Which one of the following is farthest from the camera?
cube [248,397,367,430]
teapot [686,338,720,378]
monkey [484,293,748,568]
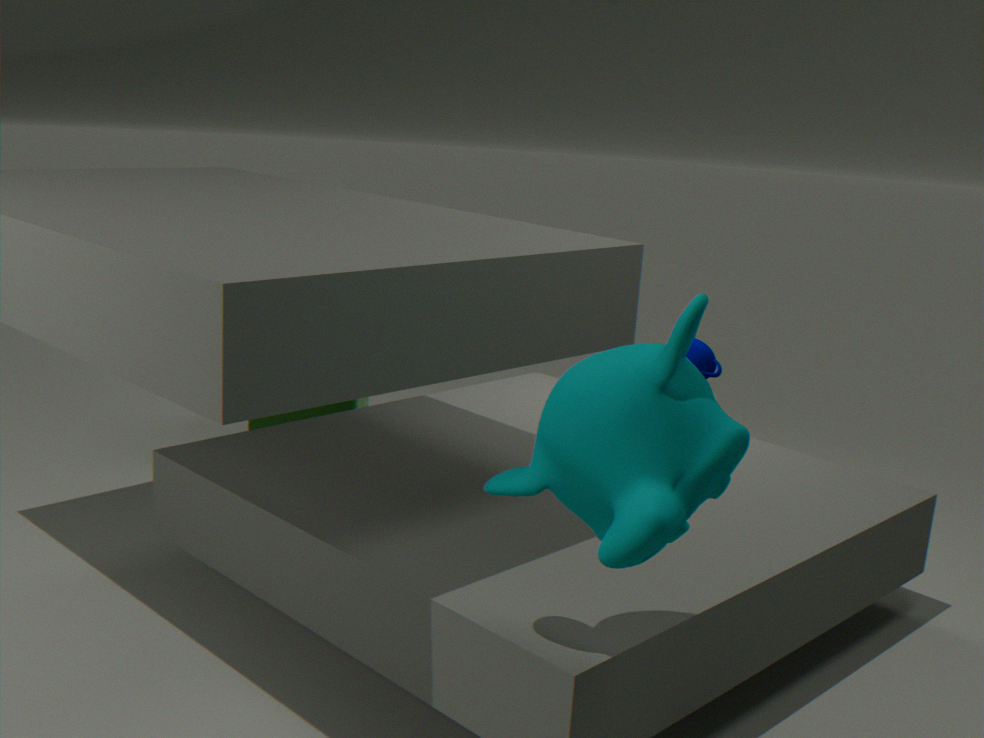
cube [248,397,367,430]
